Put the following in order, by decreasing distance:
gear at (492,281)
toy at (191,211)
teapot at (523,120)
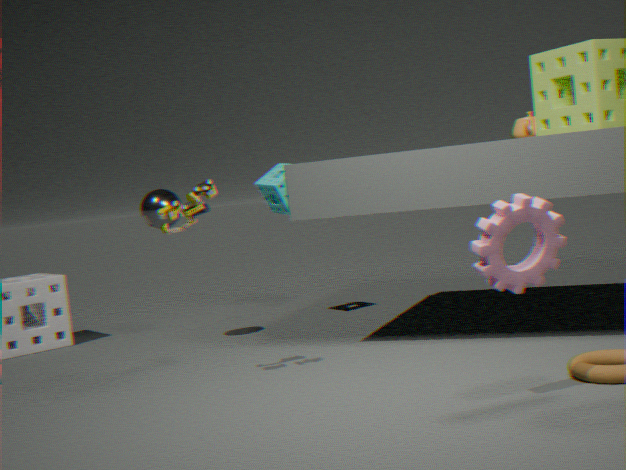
1. teapot at (523,120)
2. toy at (191,211)
3. gear at (492,281)
